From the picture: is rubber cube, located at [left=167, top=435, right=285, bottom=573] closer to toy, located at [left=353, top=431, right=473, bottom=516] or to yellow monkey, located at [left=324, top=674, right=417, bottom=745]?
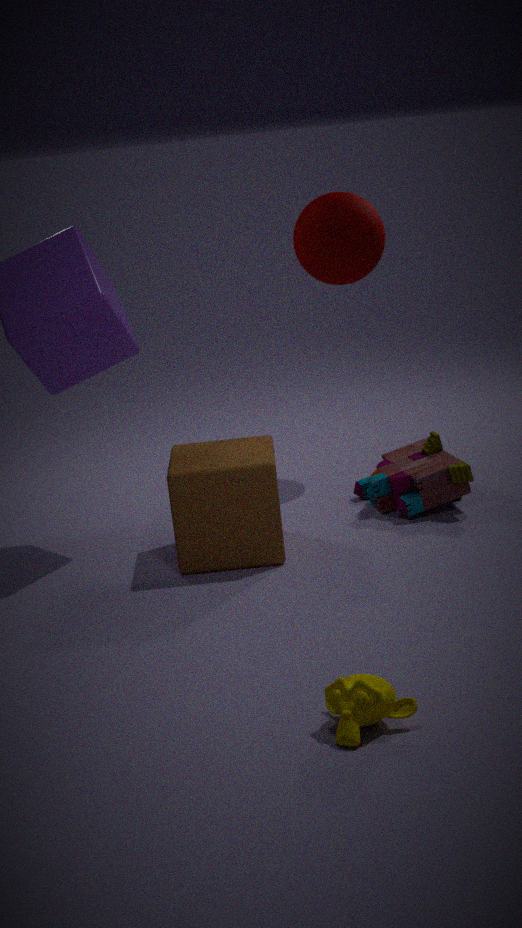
toy, located at [left=353, top=431, right=473, bottom=516]
